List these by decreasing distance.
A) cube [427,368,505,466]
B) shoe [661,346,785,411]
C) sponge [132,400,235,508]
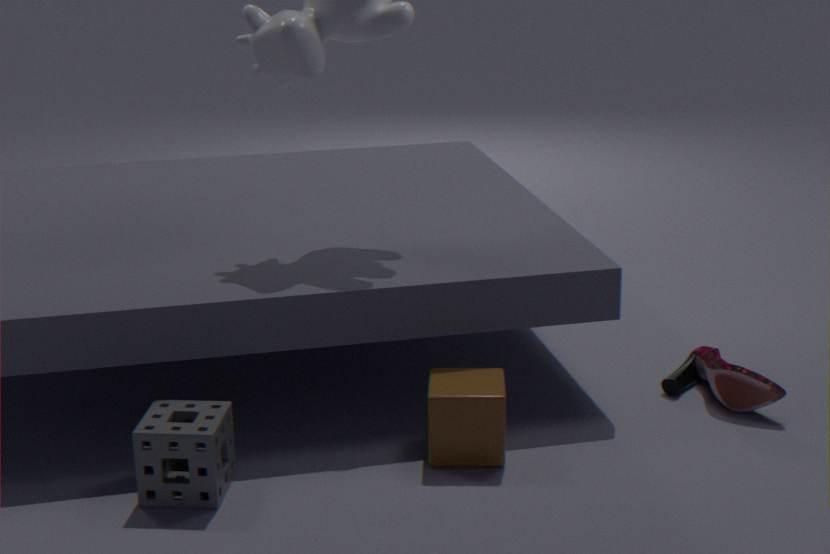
1. shoe [661,346,785,411]
2. cube [427,368,505,466]
3. sponge [132,400,235,508]
